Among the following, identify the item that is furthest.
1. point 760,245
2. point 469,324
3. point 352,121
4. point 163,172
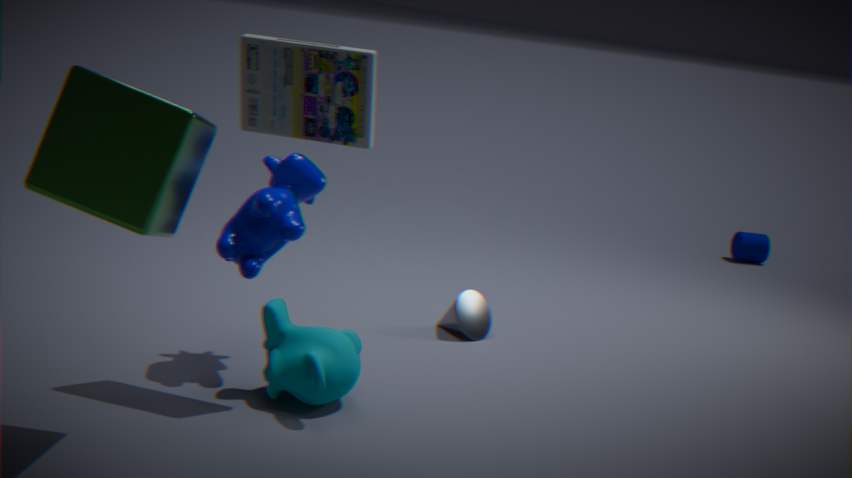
point 760,245
